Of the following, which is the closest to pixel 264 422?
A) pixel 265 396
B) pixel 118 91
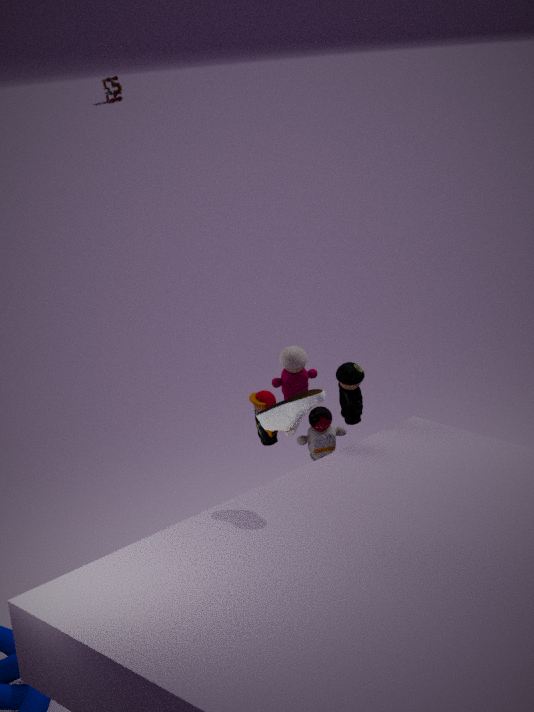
pixel 265 396
